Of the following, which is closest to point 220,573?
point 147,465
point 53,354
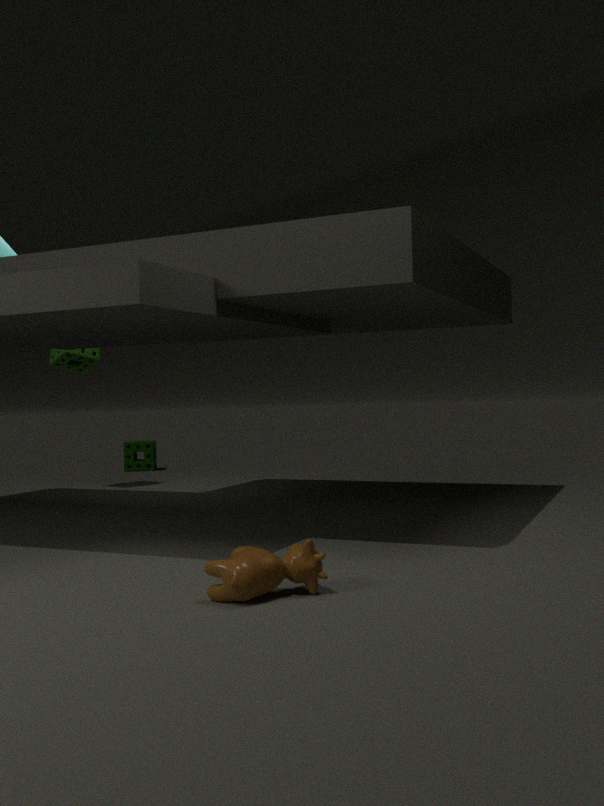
point 53,354
